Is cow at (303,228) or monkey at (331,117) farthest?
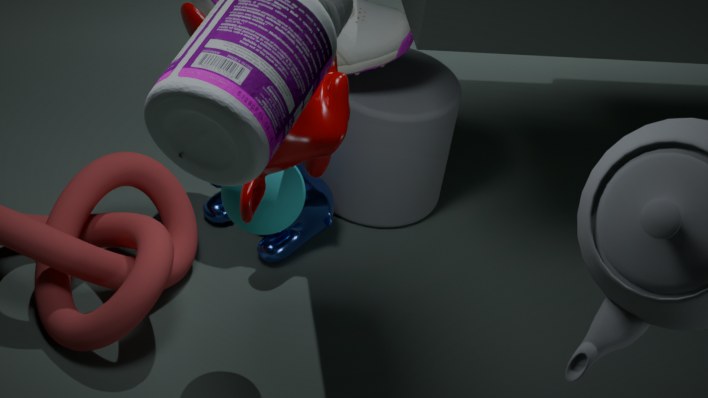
cow at (303,228)
